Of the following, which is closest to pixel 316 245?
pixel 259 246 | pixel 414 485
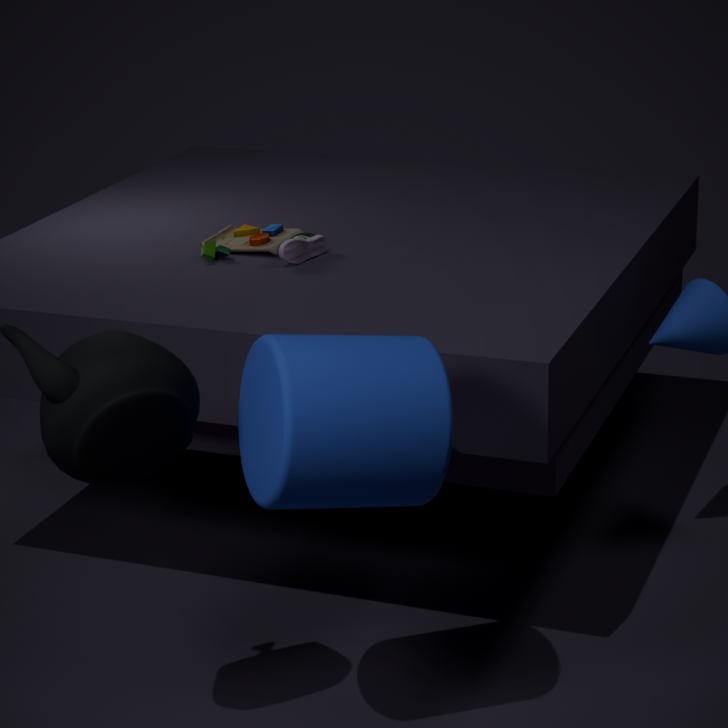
pixel 259 246
